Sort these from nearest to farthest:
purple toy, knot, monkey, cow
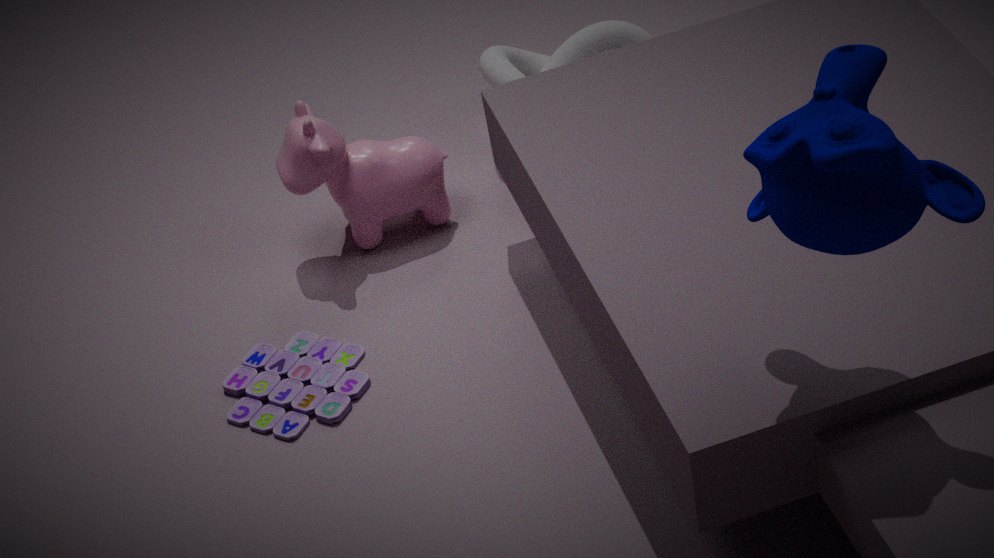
monkey
purple toy
cow
knot
